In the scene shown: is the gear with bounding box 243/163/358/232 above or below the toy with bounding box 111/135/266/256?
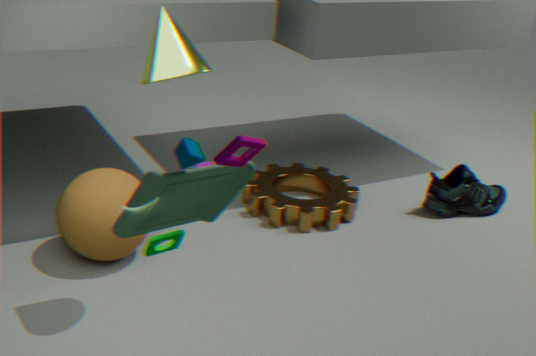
below
